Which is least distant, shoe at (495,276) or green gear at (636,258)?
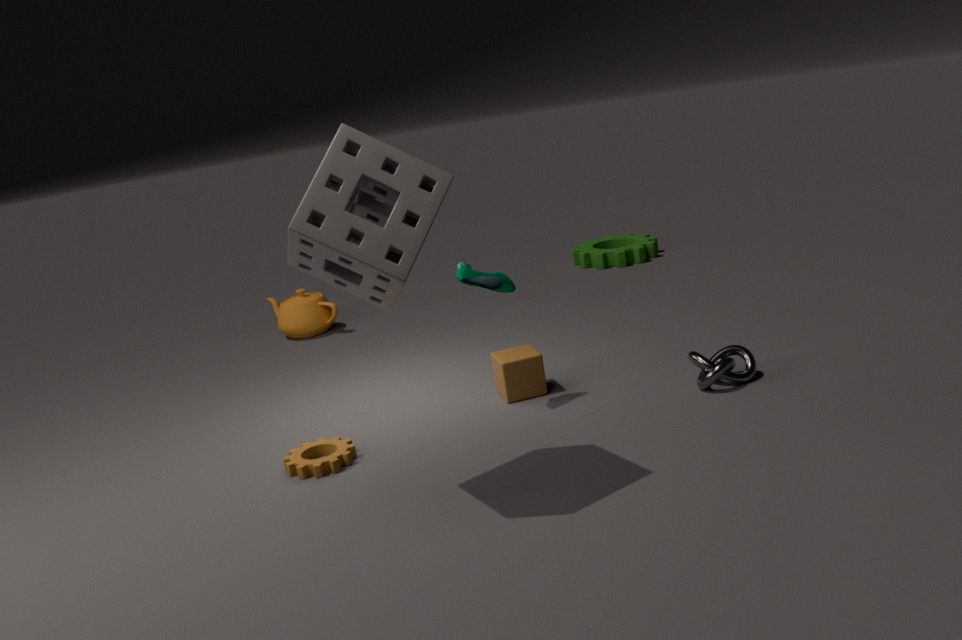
shoe at (495,276)
